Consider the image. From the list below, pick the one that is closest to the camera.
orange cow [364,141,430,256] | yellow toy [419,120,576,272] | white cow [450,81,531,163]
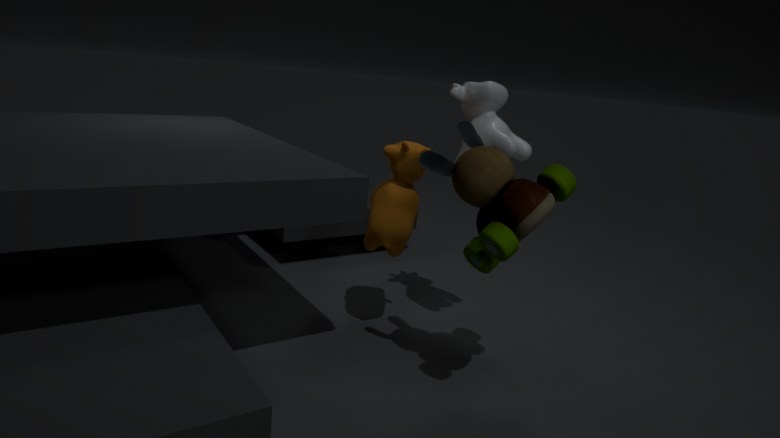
yellow toy [419,120,576,272]
